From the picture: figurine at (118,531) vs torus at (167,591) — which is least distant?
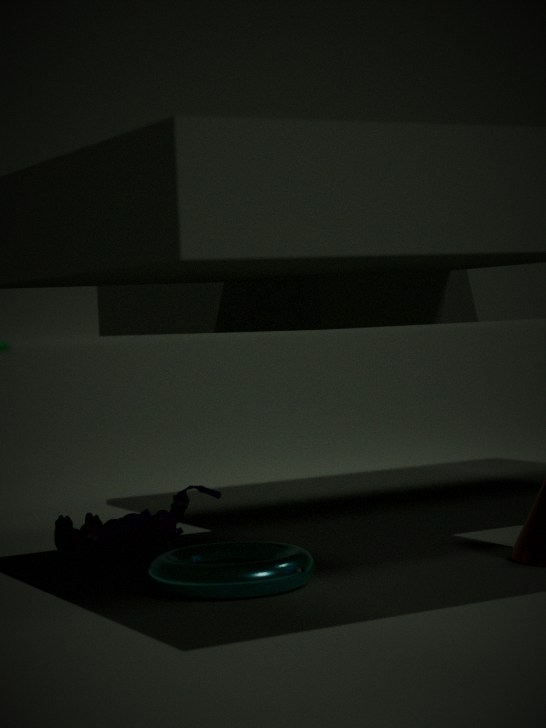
torus at (167,591)
